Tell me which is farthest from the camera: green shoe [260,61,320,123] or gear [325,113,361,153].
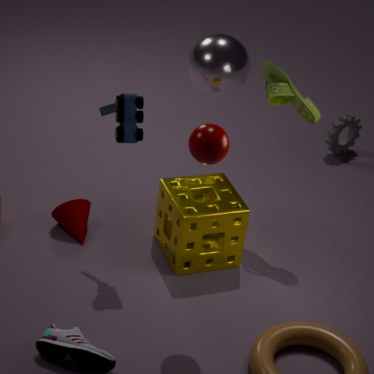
gear [325,113,361,153]
